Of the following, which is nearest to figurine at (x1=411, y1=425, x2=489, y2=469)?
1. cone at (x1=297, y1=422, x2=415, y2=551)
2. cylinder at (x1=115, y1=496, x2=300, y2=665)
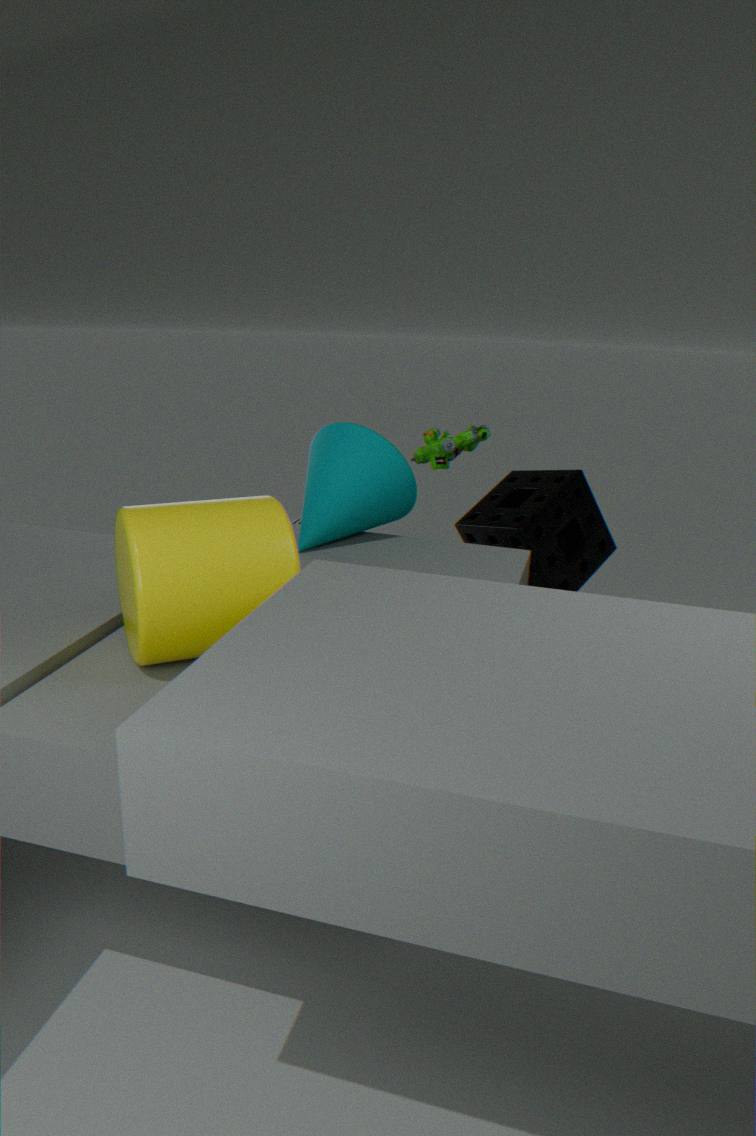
cone at (x1=297, y1=422, x2=415, y2=551)
